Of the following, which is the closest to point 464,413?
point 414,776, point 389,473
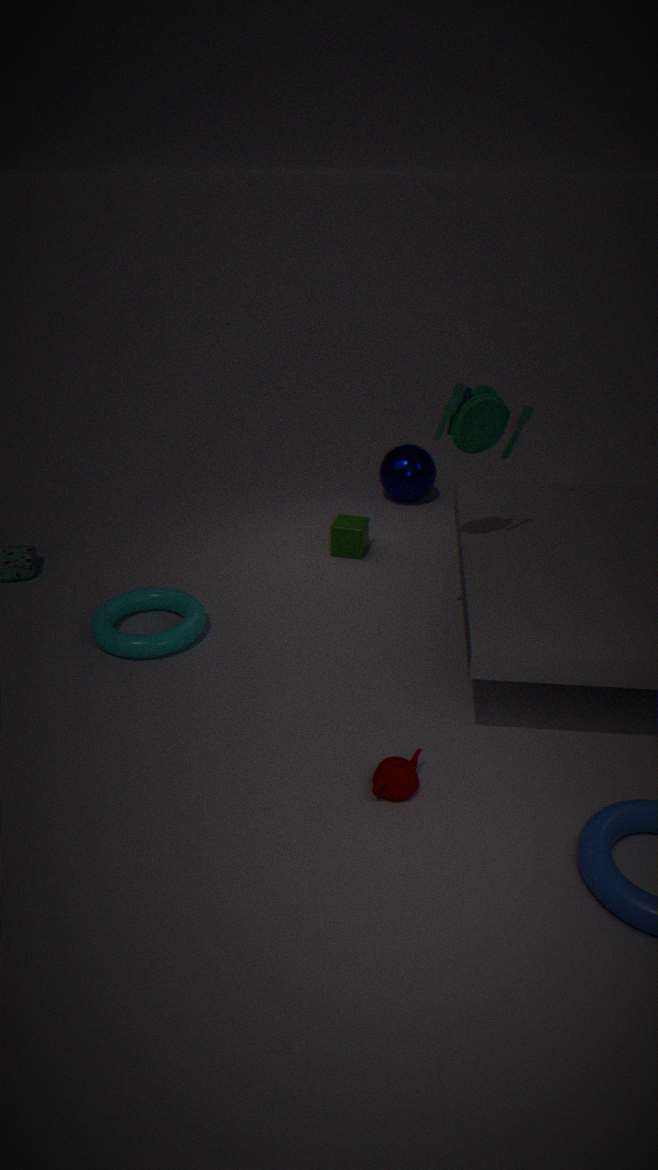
point 414,776
